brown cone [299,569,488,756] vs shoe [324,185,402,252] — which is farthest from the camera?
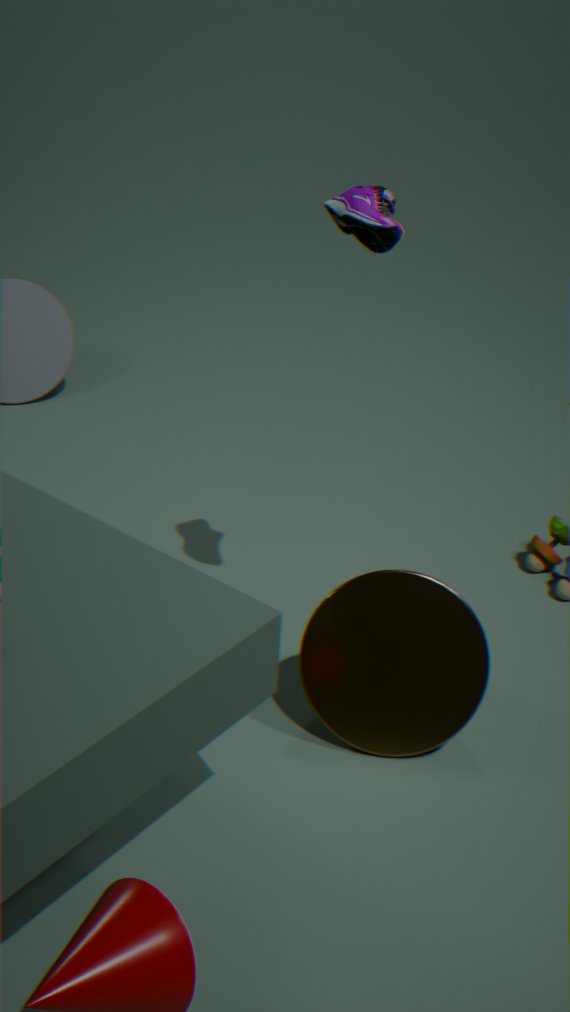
brown cone [299,569,488,756]
